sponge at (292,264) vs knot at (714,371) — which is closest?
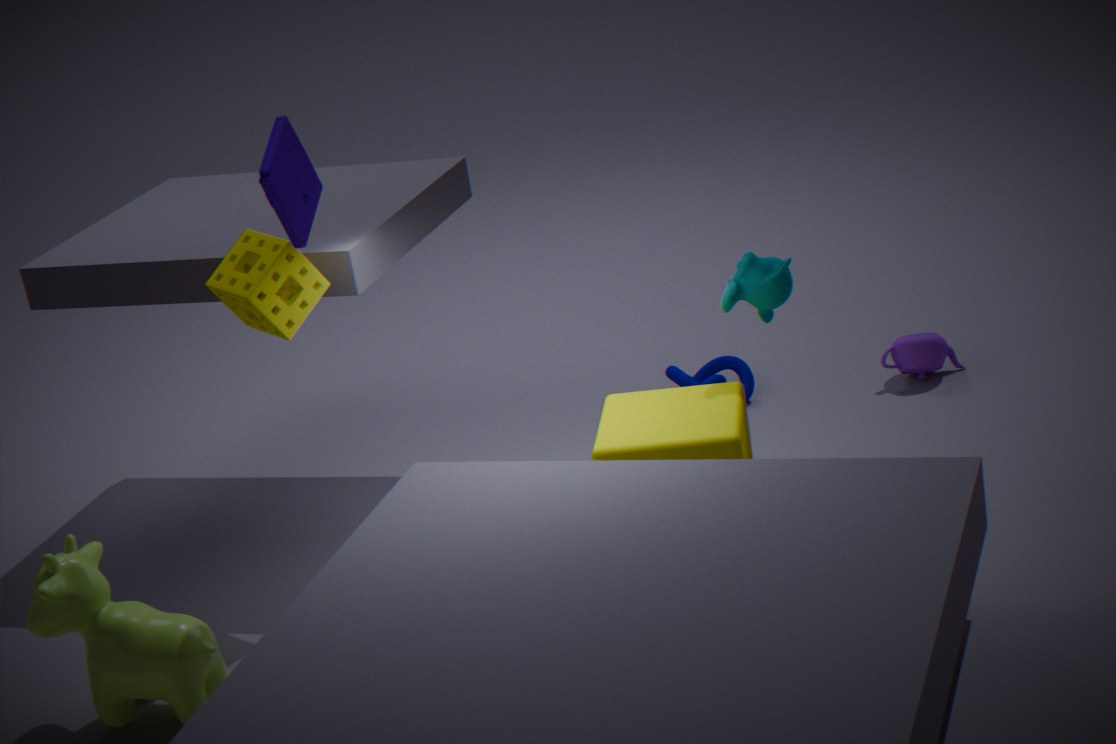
sponge at (292,264)
